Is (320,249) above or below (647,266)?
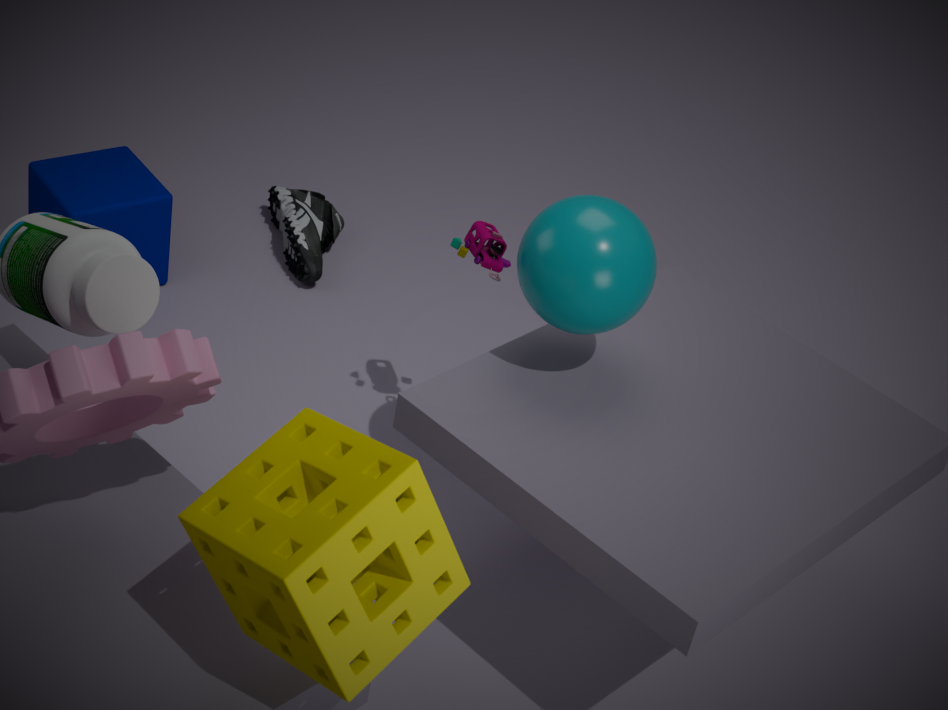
below
